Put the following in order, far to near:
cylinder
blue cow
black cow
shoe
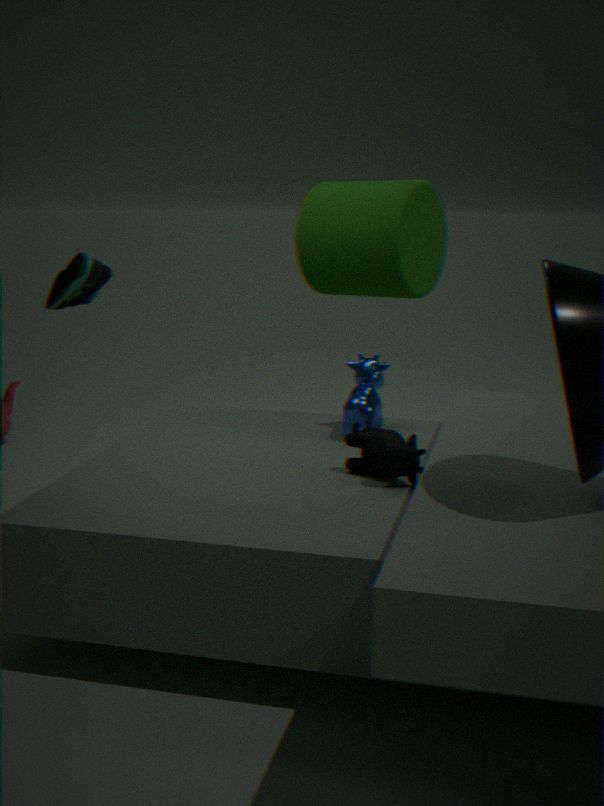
1. cylinder
2. blue cow
3. black cow
4. shoe
